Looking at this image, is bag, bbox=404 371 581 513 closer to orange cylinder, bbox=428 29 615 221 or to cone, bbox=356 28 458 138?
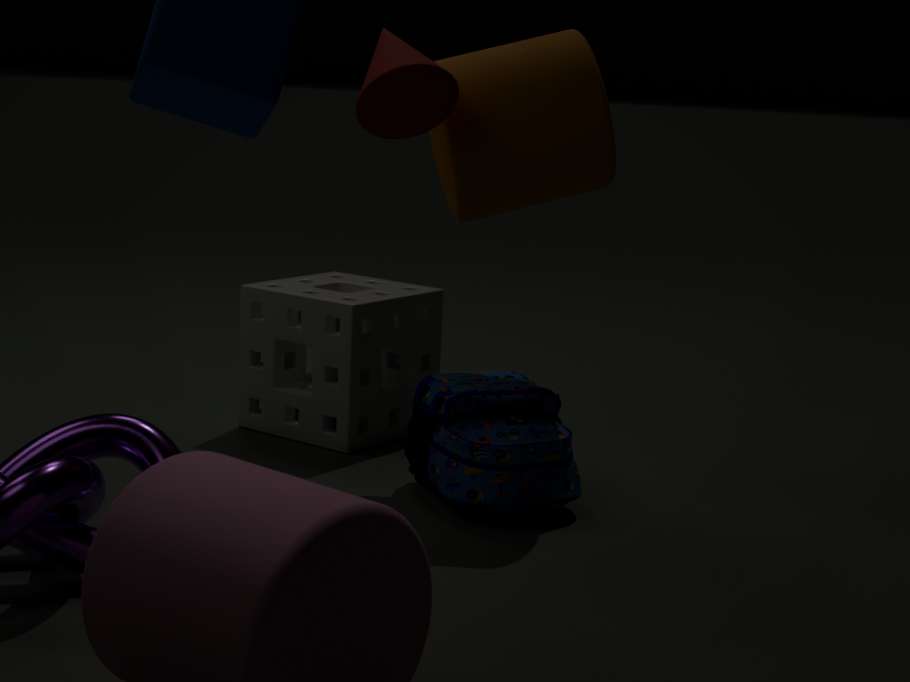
orange cylinder, bbox=428 29 615 221
